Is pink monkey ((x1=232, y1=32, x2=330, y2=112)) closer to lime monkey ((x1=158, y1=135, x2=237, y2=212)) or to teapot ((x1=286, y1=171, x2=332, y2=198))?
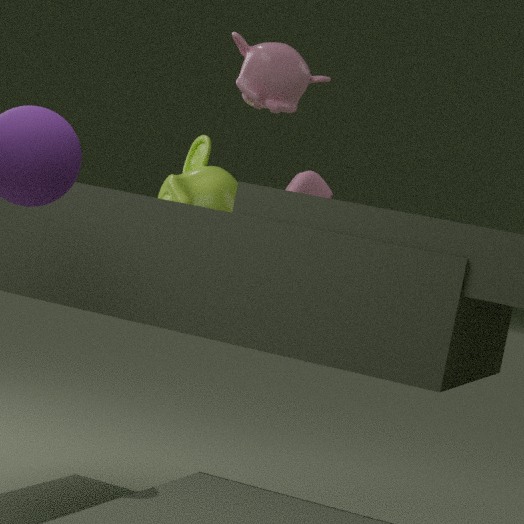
teapot ((x1=286, y1=171, x2=332, y2=198))
